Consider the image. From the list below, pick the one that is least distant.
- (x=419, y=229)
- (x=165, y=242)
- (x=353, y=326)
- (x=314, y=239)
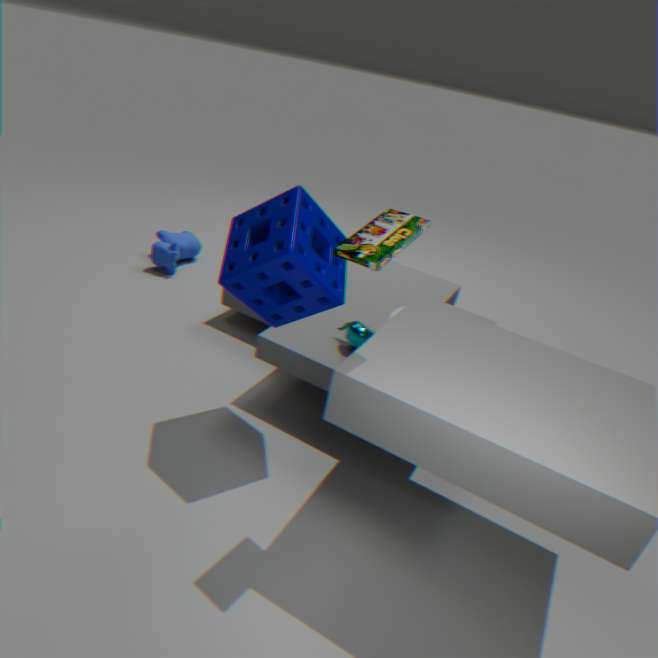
(x=419, y=229)
